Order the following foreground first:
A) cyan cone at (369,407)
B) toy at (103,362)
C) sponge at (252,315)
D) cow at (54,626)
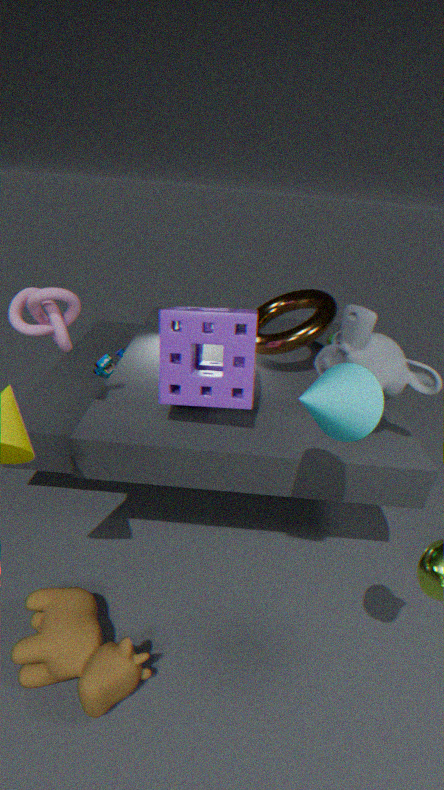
1. cyan cone at (369,407)
2. cow at (54,626)
3. sponge at (252,315)
4. toy at (103,362)
